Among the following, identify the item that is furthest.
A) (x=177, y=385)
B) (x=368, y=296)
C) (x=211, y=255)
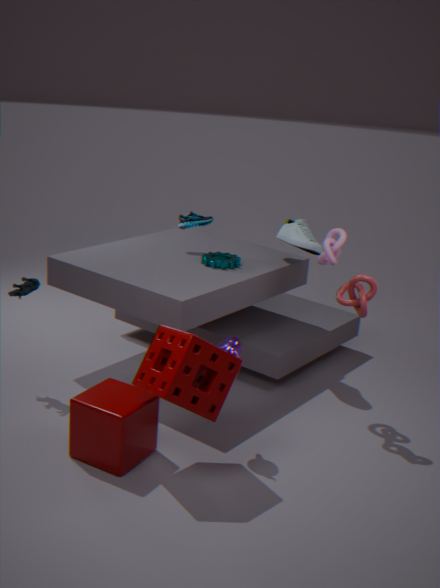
(x=211, y=255)
